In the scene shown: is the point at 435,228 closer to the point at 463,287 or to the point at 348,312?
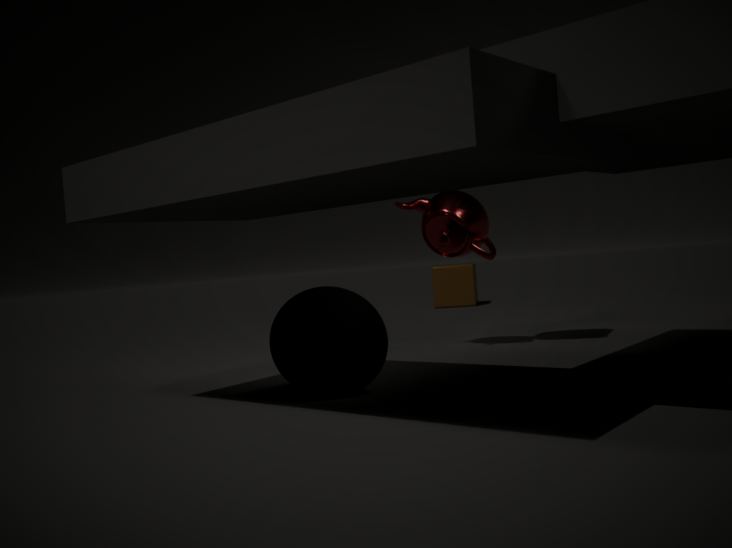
the point at 348,312
